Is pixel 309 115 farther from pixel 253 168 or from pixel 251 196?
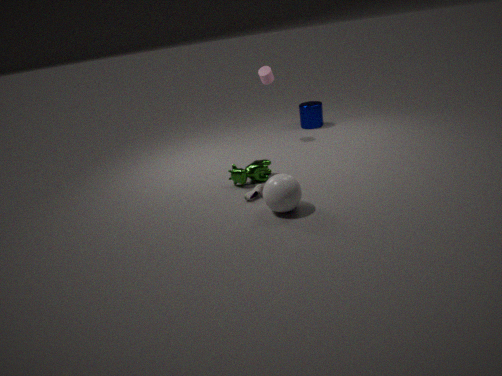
pixel 251 196
